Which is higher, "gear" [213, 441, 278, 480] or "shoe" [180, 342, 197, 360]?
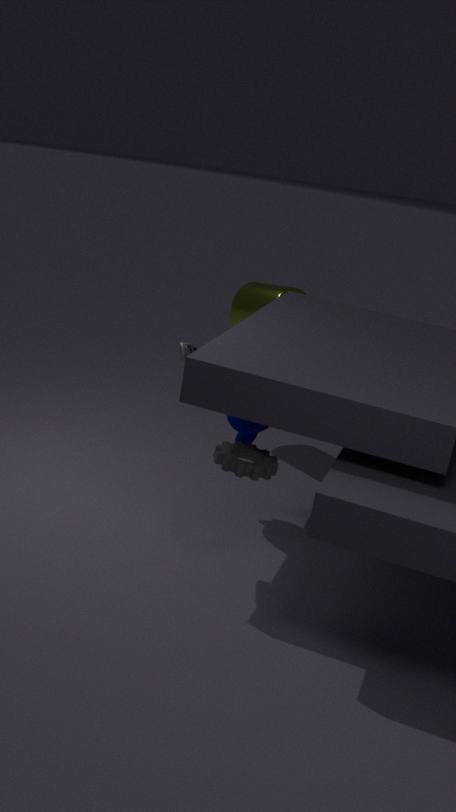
"shoe" [180, 342, 197, 360]
